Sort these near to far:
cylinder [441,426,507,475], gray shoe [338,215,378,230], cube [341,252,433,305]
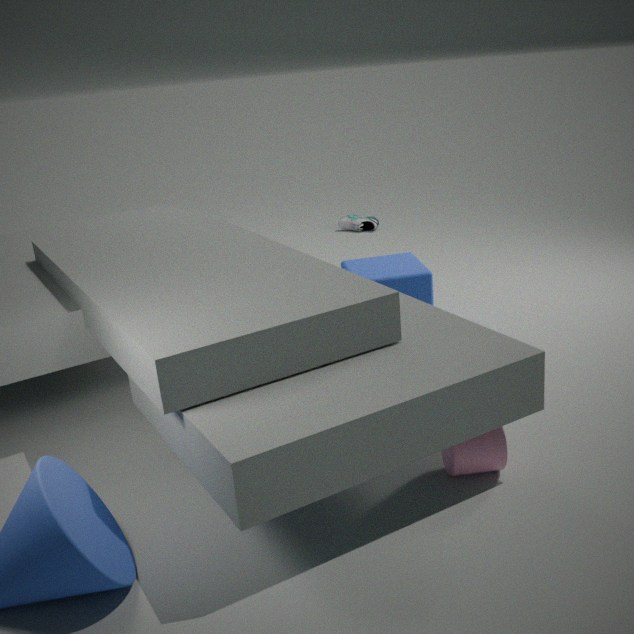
cylinder [441,426,507,475], cube [341,252,433,305], gray shoe [338,215,378,230]
